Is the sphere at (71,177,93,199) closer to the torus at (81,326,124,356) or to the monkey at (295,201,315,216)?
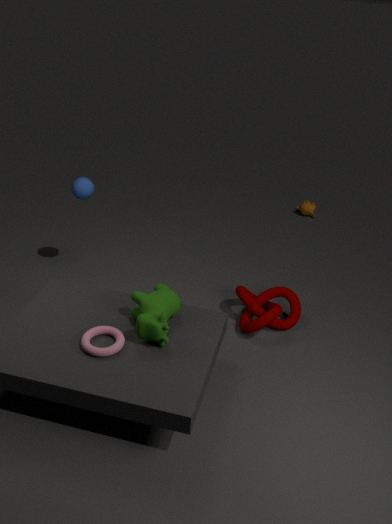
the torus at (81,326,124,356)
